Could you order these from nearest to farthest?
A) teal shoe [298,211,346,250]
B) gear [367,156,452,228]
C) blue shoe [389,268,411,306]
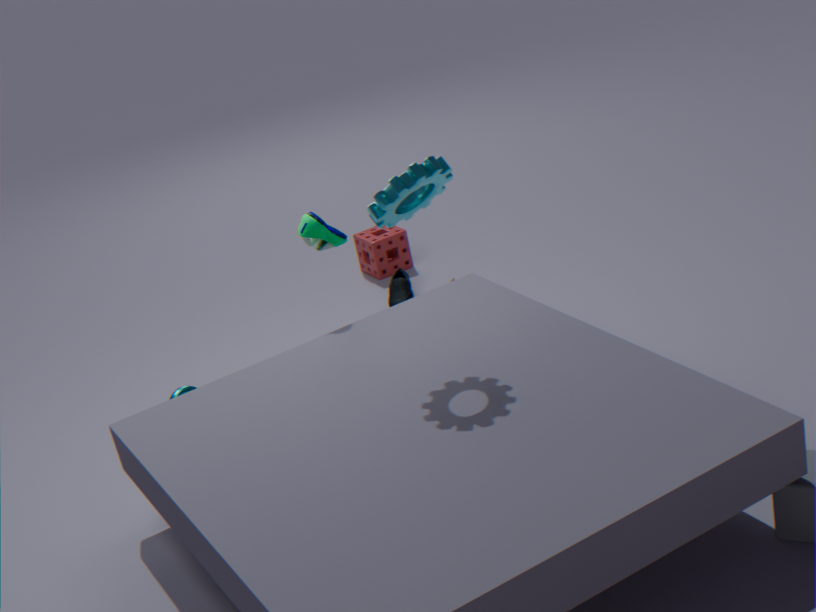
gear [367,156,452,228], teal shoe [298,211,346,250], blue shoe [389,268,411,306]
